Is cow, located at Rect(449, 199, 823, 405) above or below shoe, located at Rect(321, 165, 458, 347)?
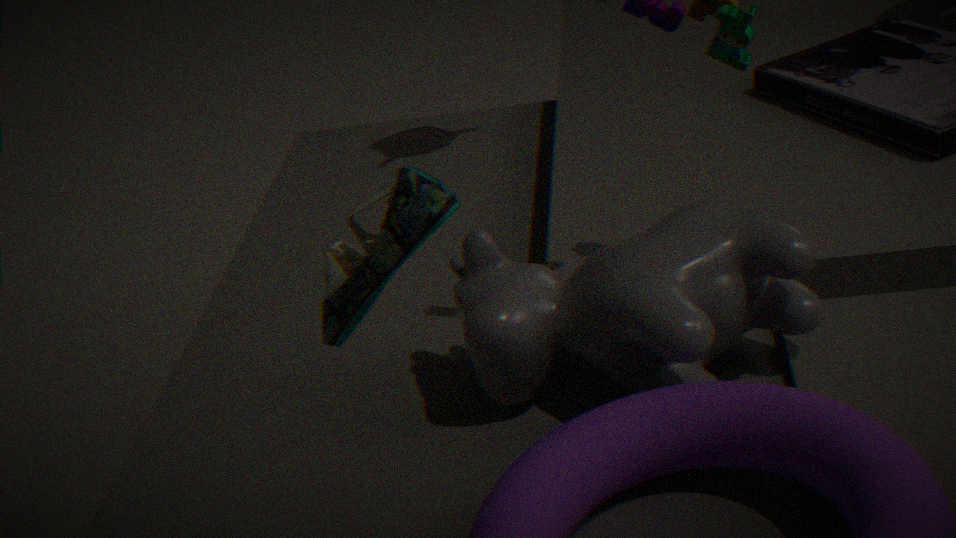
below
